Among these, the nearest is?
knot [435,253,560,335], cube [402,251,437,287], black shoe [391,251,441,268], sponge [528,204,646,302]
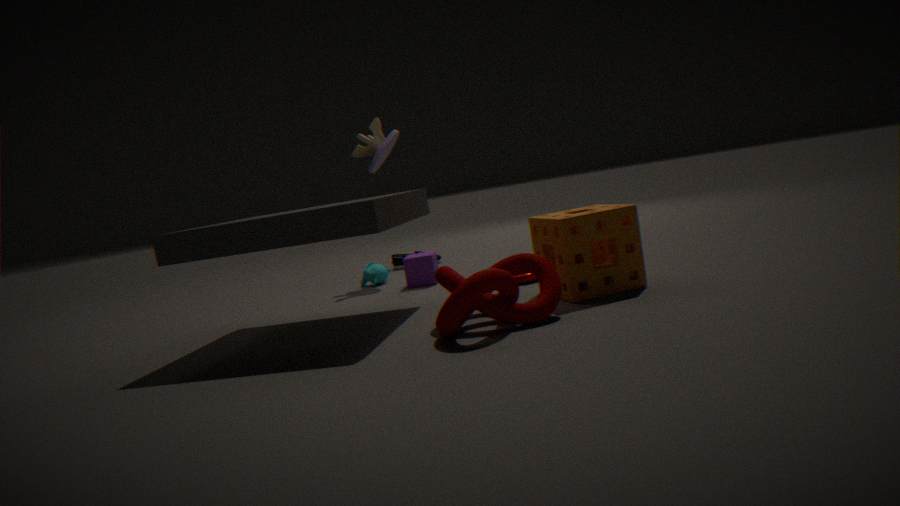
knot [435,253,560,335]
